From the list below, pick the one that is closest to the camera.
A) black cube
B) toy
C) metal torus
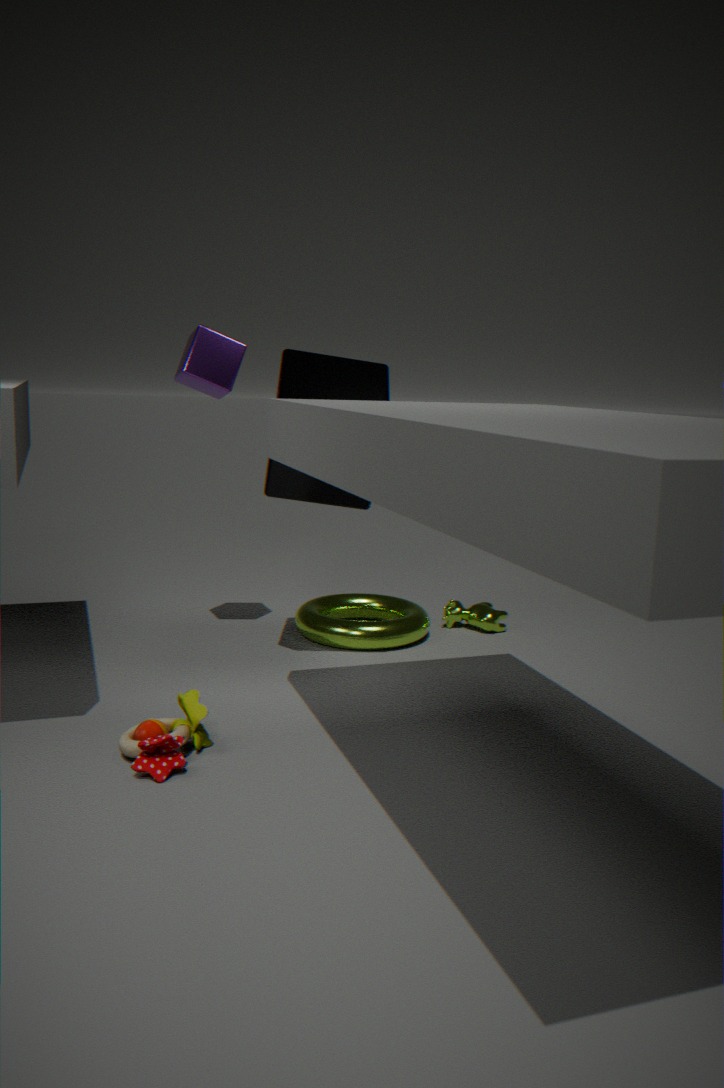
toy
